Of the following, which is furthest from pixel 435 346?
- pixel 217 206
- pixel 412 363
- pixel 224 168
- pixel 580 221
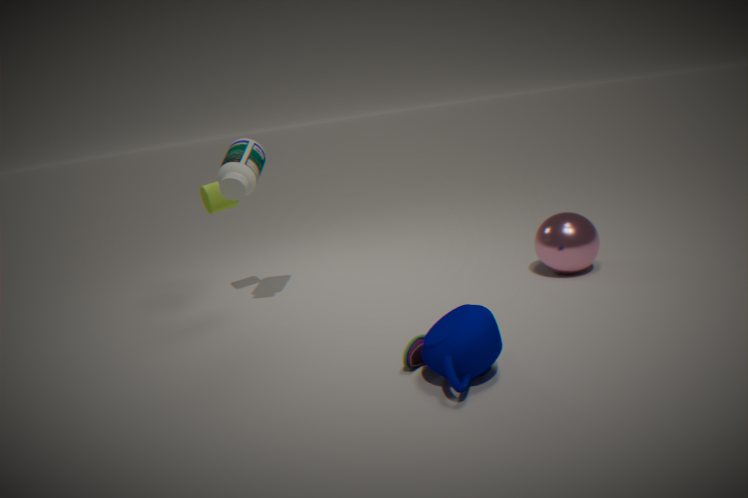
pixel 217 206
